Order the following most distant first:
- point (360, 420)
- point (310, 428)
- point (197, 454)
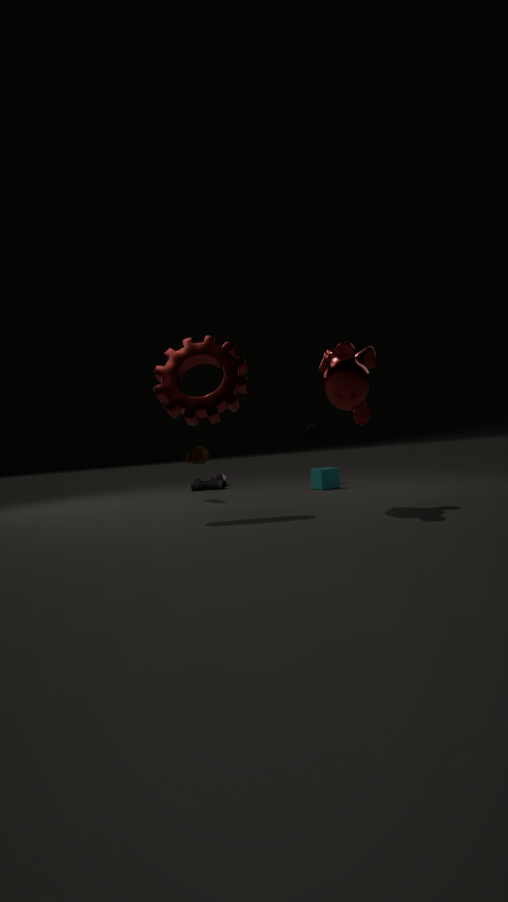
point (310, 428) → point (197, 454) → point (360, 420)
